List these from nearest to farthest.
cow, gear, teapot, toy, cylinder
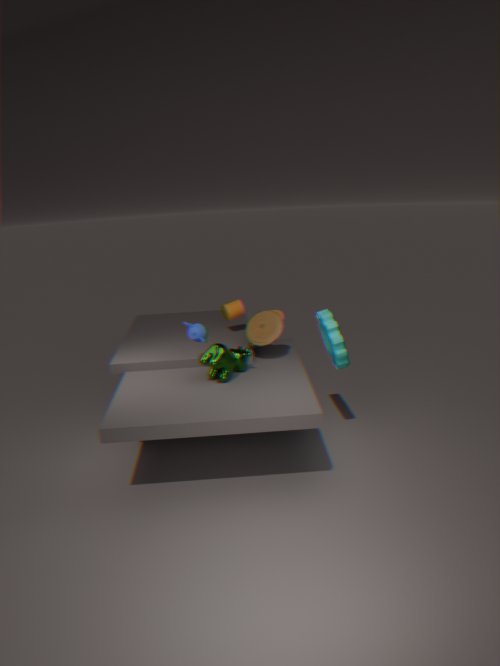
cow
gear
teapot
toy
cylinder
